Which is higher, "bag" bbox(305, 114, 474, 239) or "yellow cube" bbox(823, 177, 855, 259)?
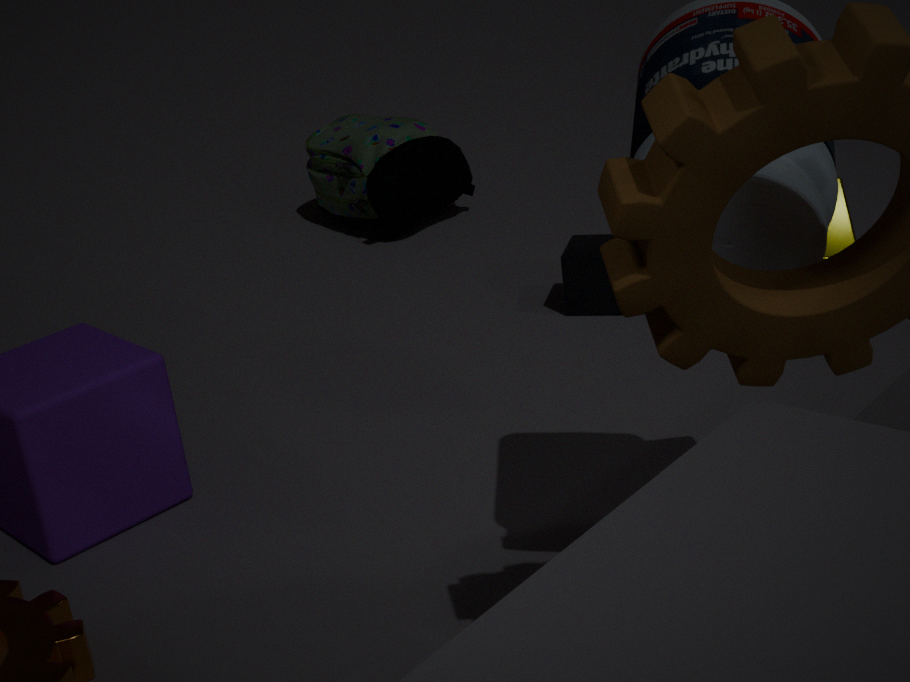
"yellow cube" bbox(823, 177, 855, 259)
